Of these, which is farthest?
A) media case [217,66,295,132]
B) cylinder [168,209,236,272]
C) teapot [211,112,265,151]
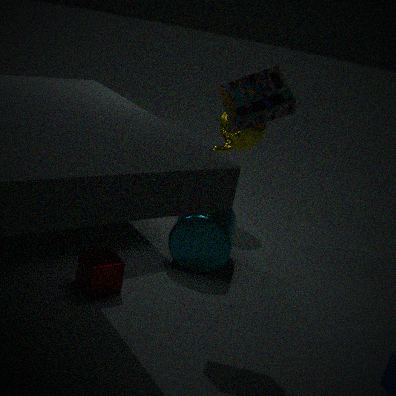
teapot [211,112,265,151]
